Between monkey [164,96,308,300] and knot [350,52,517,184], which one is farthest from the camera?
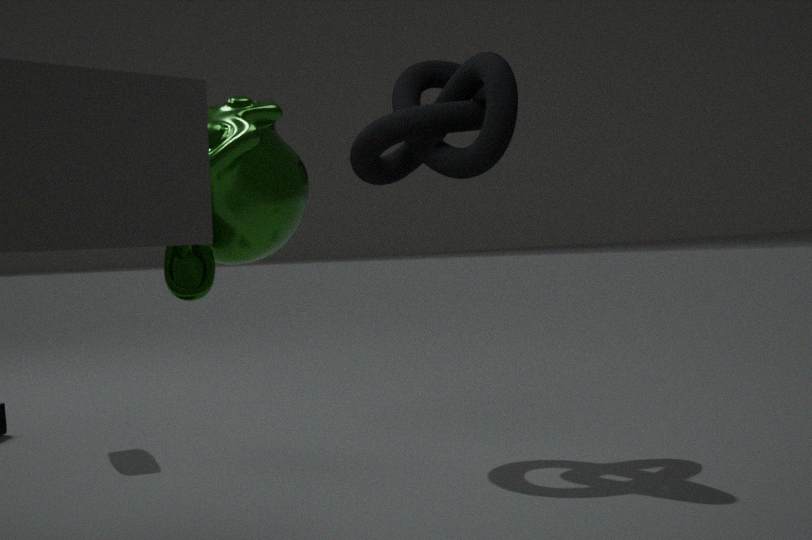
knot [350,52,517,184]
